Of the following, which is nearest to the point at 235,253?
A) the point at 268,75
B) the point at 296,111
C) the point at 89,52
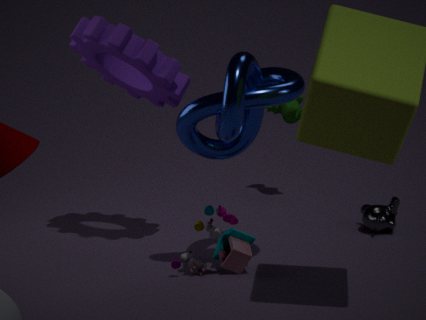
the point at 268,75
